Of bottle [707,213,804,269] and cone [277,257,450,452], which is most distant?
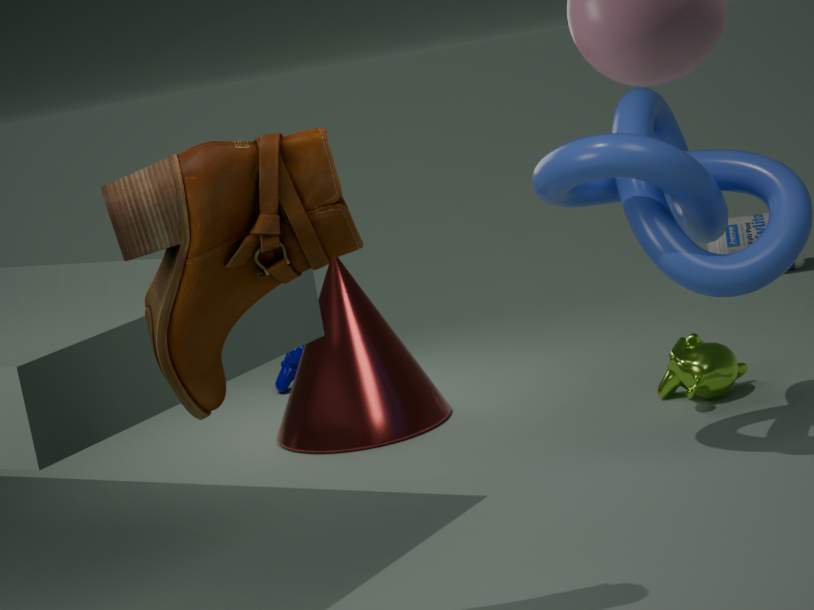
bottle [707,213,804,269]
